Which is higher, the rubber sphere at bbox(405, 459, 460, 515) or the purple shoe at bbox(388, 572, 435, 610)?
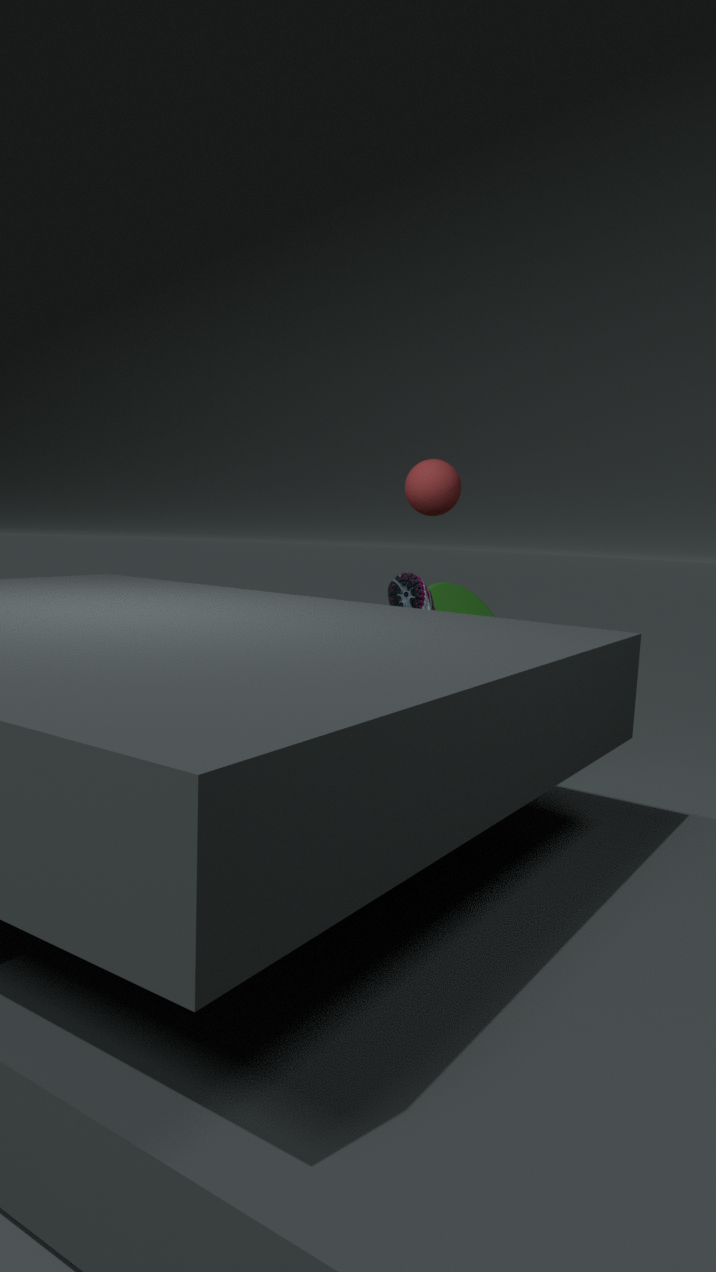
the rubber sphere at bbox(405, 459, 460, 515)
